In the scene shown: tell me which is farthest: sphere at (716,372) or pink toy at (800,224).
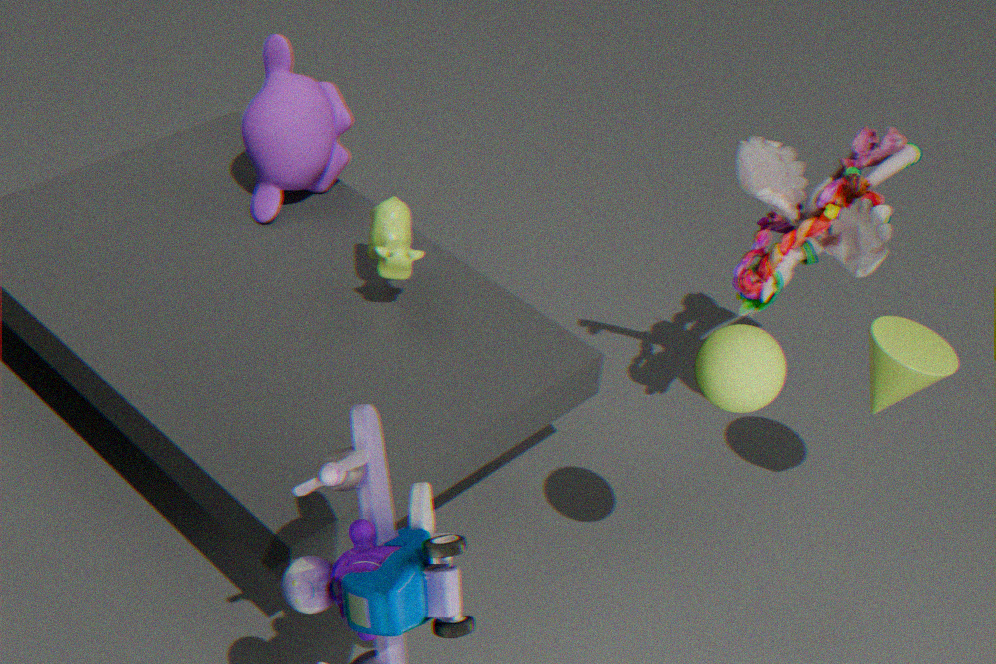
pink toy at (800,224)
